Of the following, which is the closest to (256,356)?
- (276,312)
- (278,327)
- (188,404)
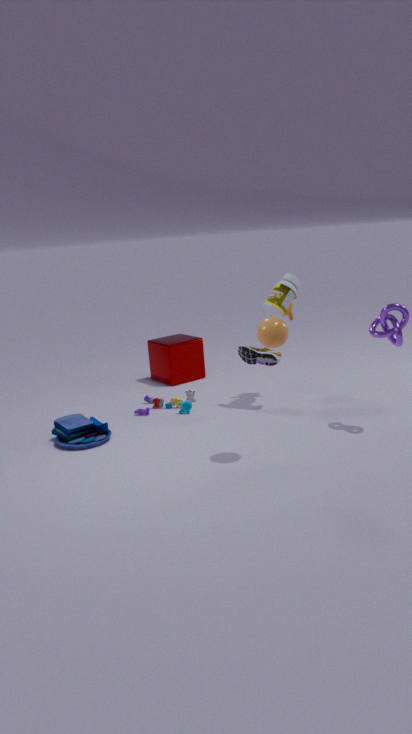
(276,312)
